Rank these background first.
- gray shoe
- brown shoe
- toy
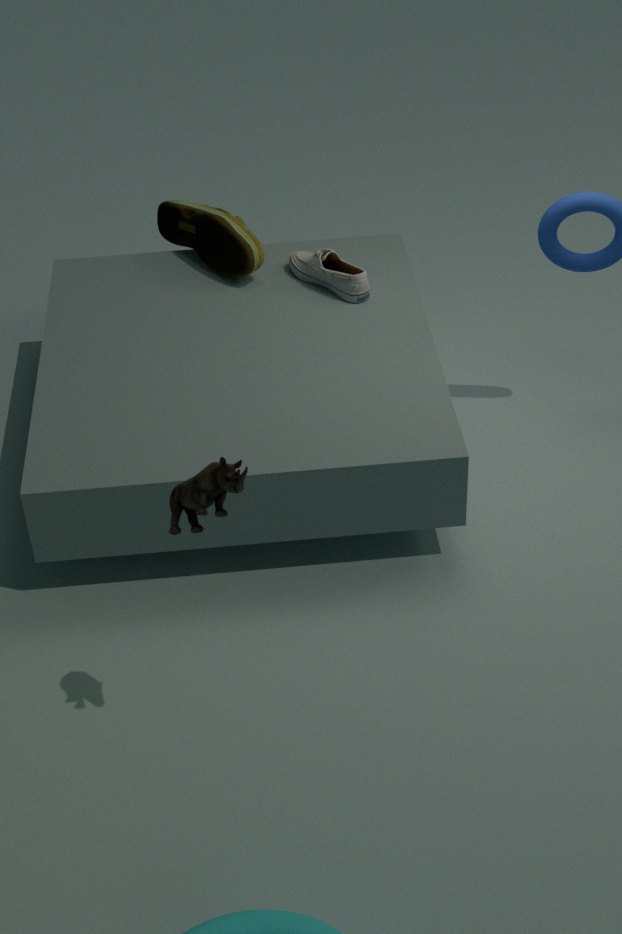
brown shoe < gray shoe < toy
